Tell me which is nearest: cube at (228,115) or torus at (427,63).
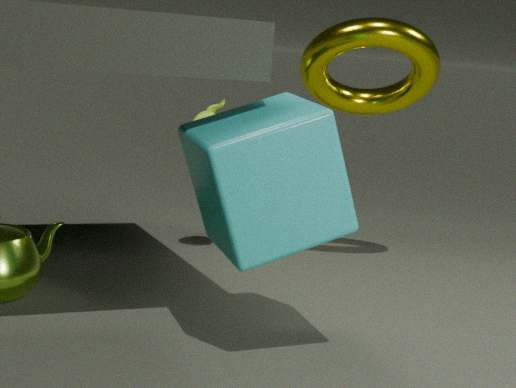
cube at (228,115)
